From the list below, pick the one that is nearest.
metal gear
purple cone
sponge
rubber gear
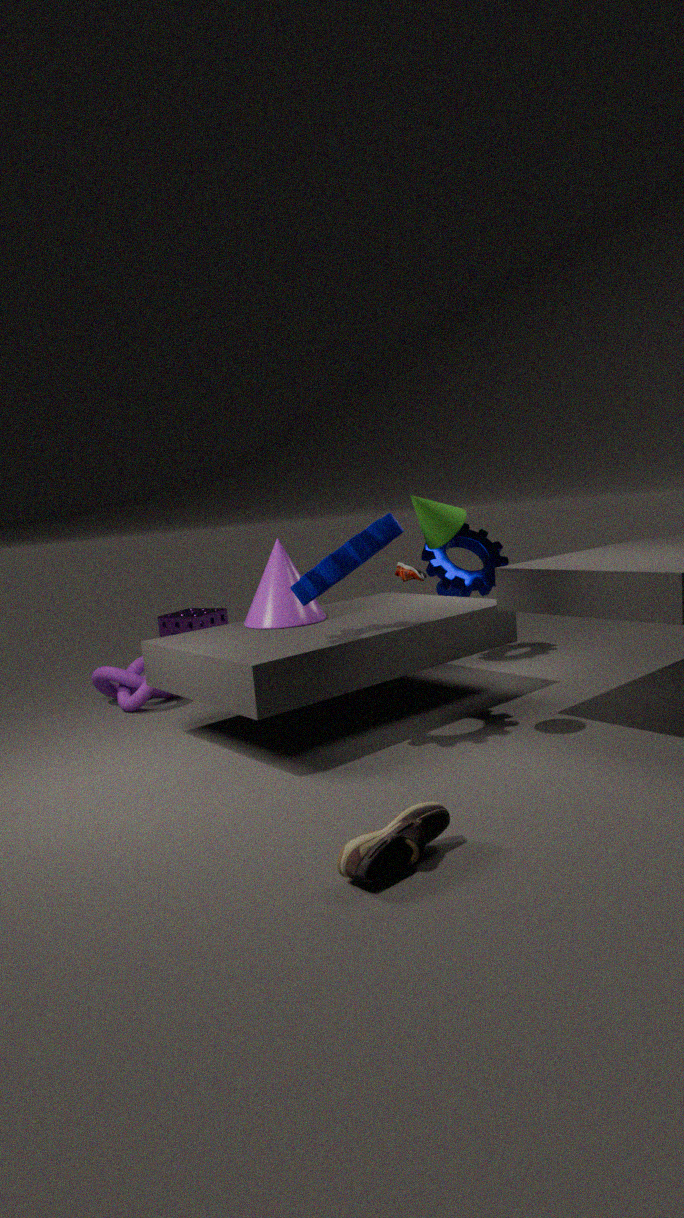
rubber gear
